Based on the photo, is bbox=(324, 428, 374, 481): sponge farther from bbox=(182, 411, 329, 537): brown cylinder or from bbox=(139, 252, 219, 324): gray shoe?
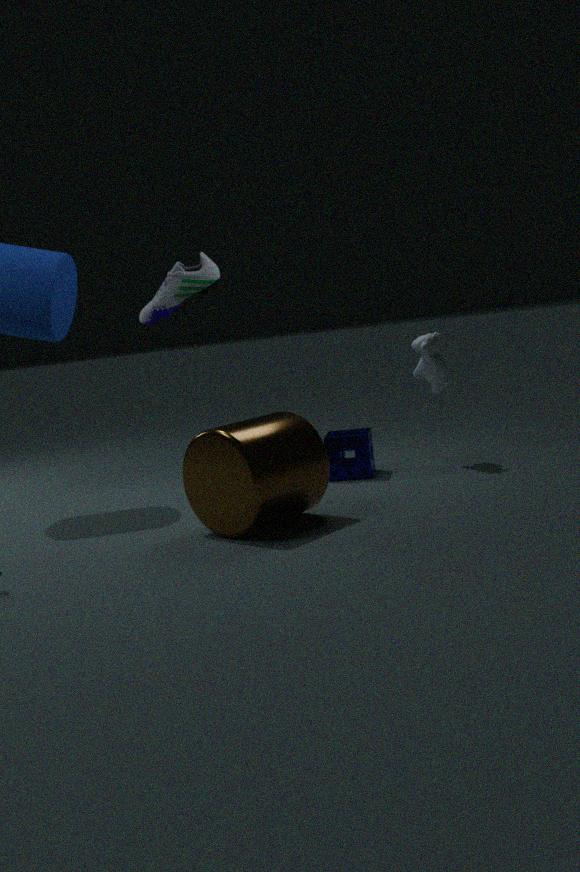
bbox=(139, 252, 219, 324): gray shoe
